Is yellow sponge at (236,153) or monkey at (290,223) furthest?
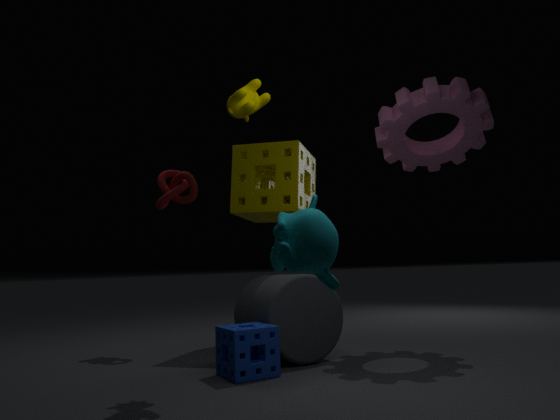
yellow sponge at (236,153)
